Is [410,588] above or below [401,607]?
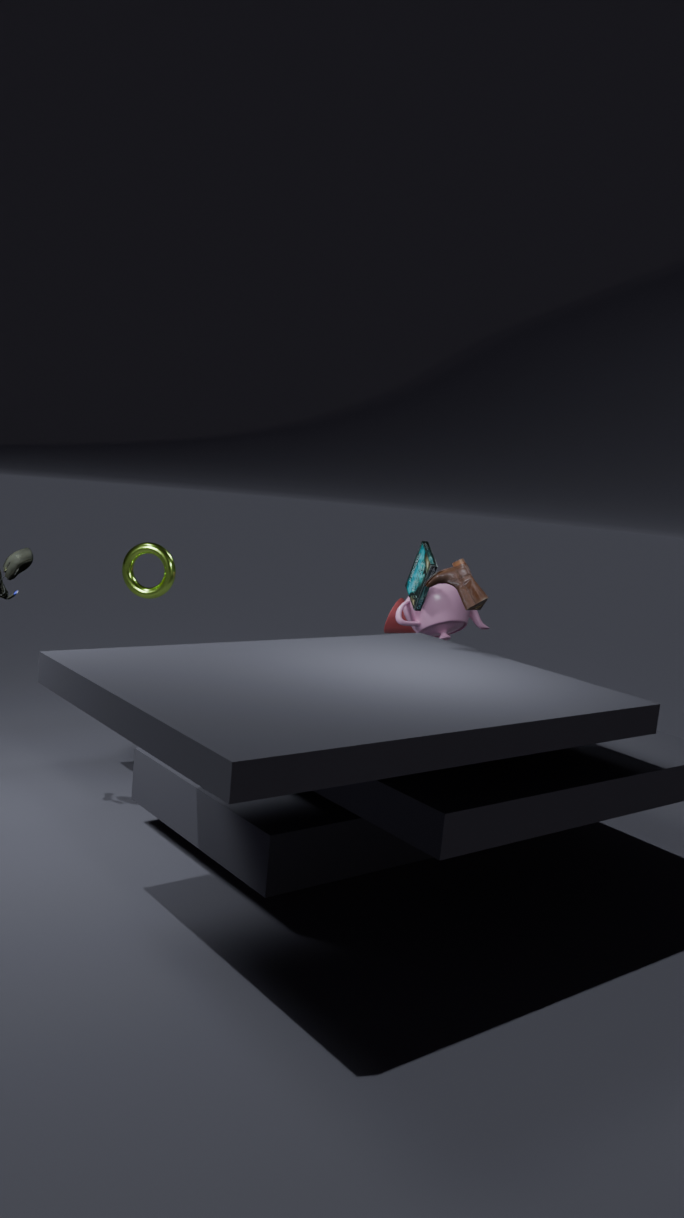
above
